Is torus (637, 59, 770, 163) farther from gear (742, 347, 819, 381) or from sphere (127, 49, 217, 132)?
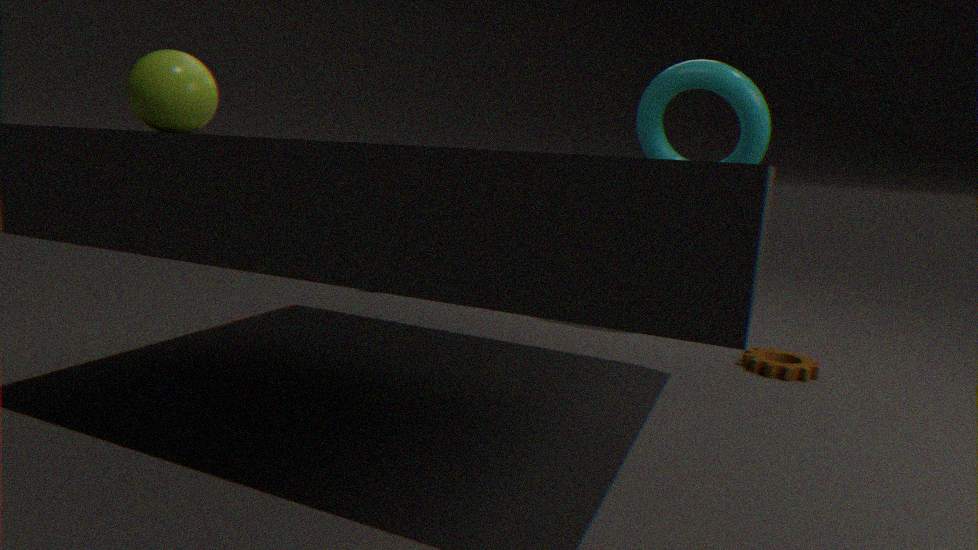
sphere (127, 49, 217, 132)
